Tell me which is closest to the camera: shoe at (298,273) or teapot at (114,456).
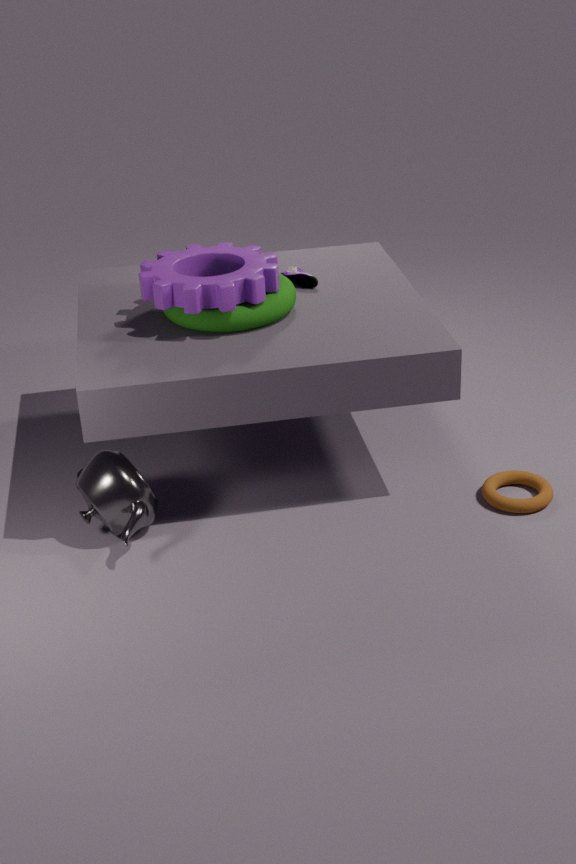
teapot at (114,456)
